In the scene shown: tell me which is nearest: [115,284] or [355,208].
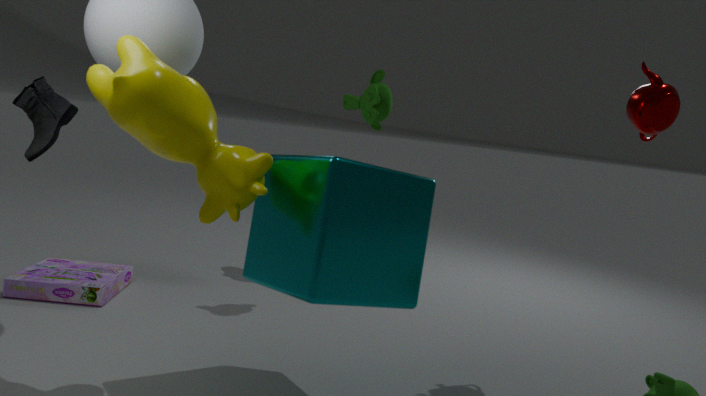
[355,208]
